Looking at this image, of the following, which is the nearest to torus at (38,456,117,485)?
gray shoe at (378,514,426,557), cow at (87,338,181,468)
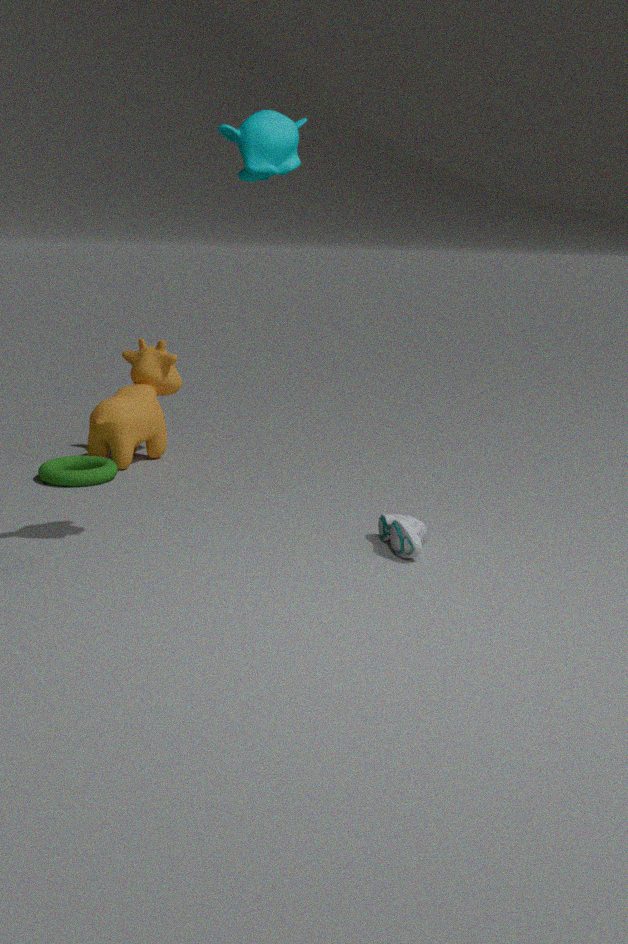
cow at (87,338,181,468)
